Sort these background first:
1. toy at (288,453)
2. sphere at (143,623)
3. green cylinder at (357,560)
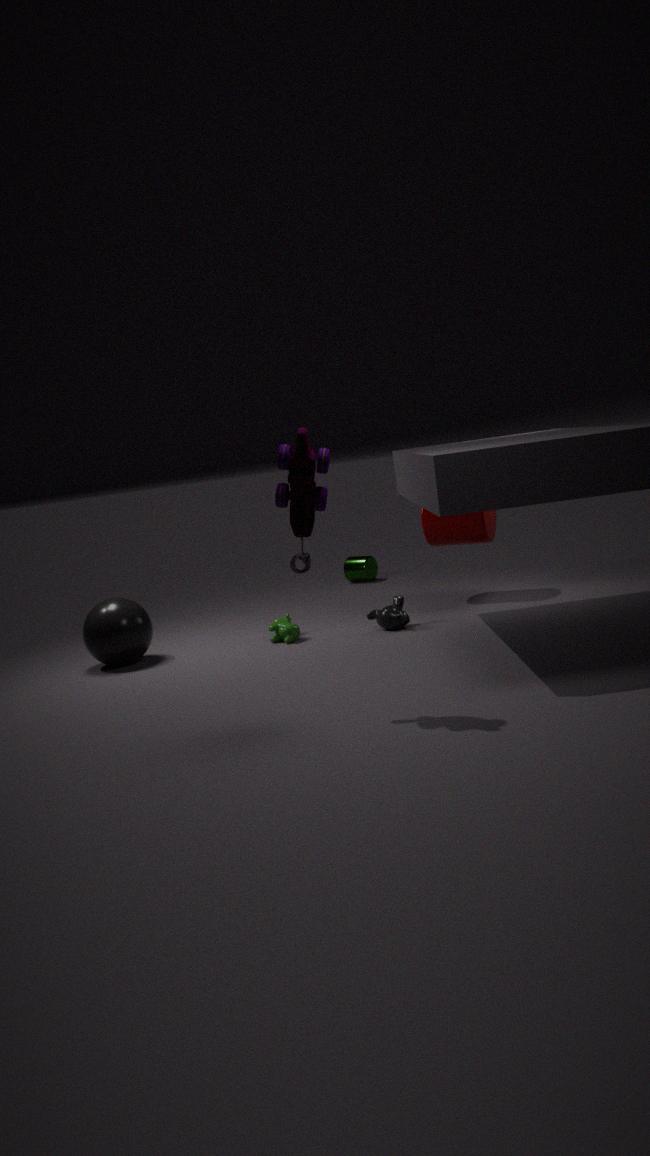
green cylinder at (357,560) → sphere at (143,623) → toy at (288,453)
